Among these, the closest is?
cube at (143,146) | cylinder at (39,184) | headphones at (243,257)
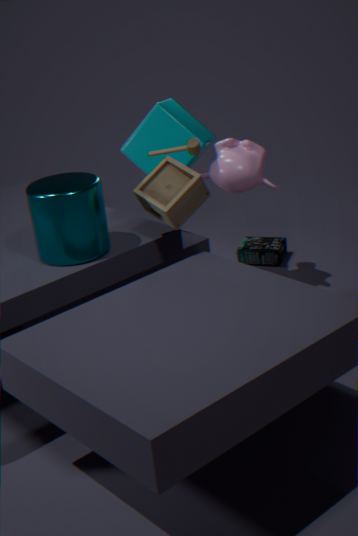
cylinder at (39,184)
